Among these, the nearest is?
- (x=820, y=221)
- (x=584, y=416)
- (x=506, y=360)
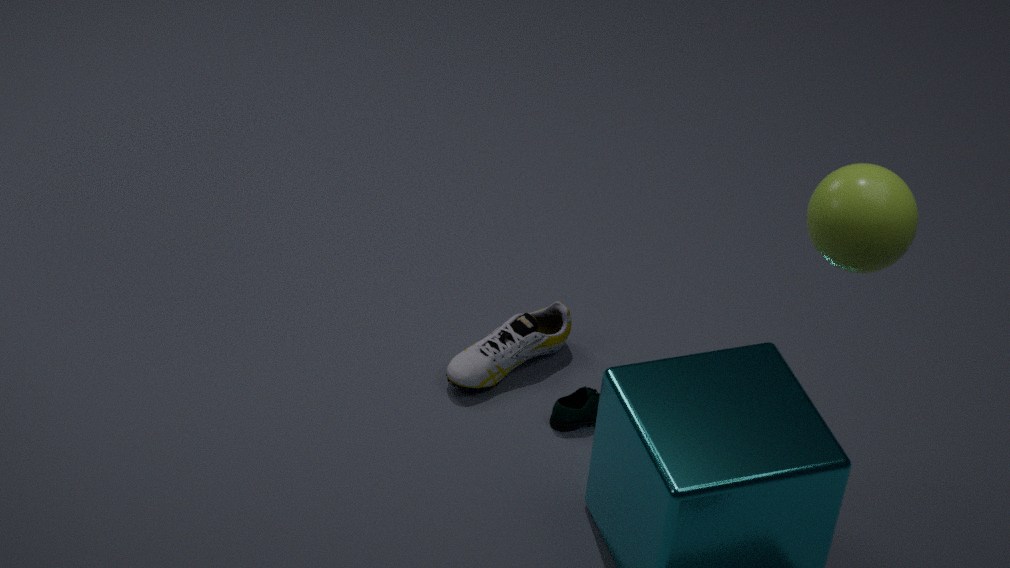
(x=820, y=221)
